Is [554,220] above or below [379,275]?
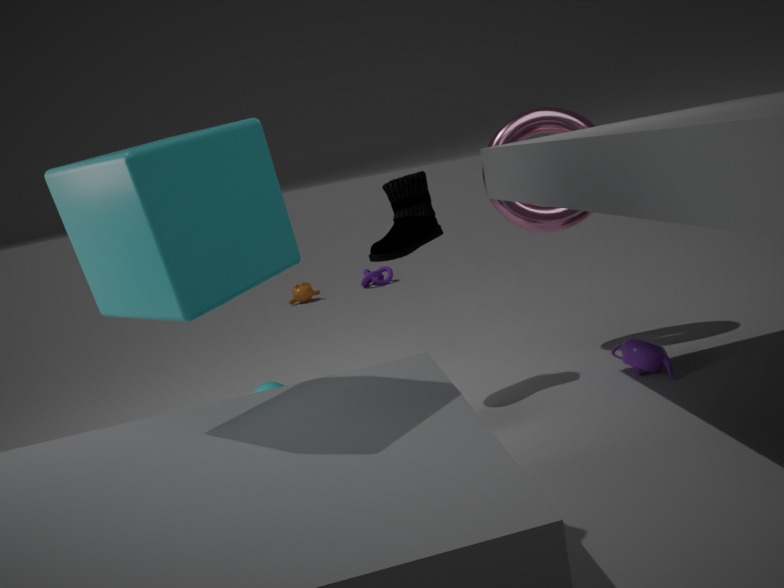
above
